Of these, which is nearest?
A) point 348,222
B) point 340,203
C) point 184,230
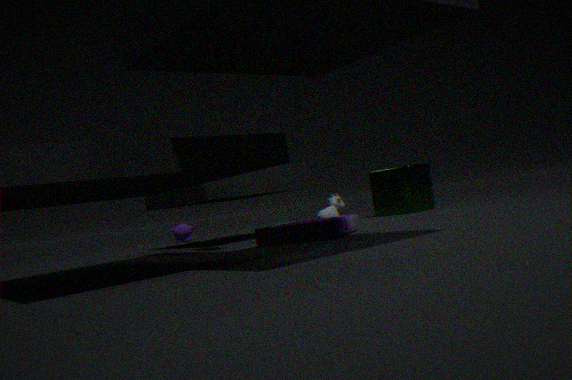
point 348,222
